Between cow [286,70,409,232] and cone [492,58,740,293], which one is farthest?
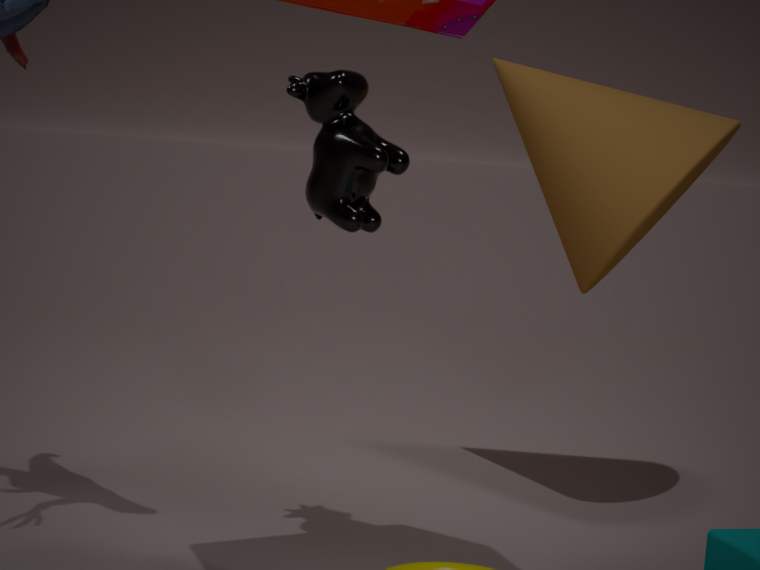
cone [492,58,740,293]
